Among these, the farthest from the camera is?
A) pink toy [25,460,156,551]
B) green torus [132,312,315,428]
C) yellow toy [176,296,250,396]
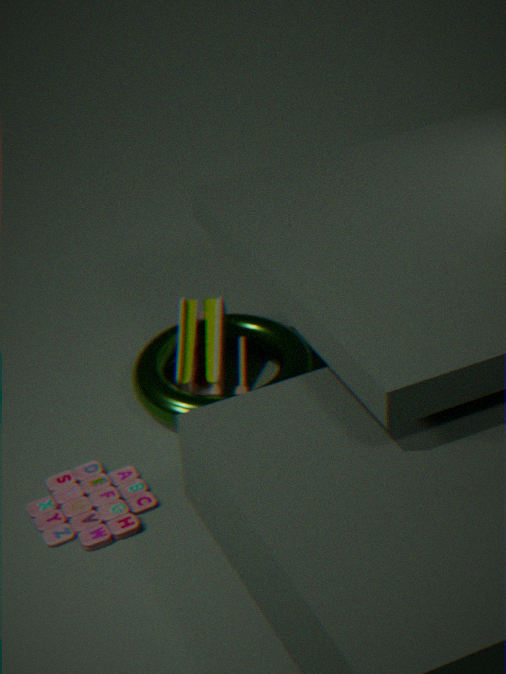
yellow toy [176,296,250,396]
